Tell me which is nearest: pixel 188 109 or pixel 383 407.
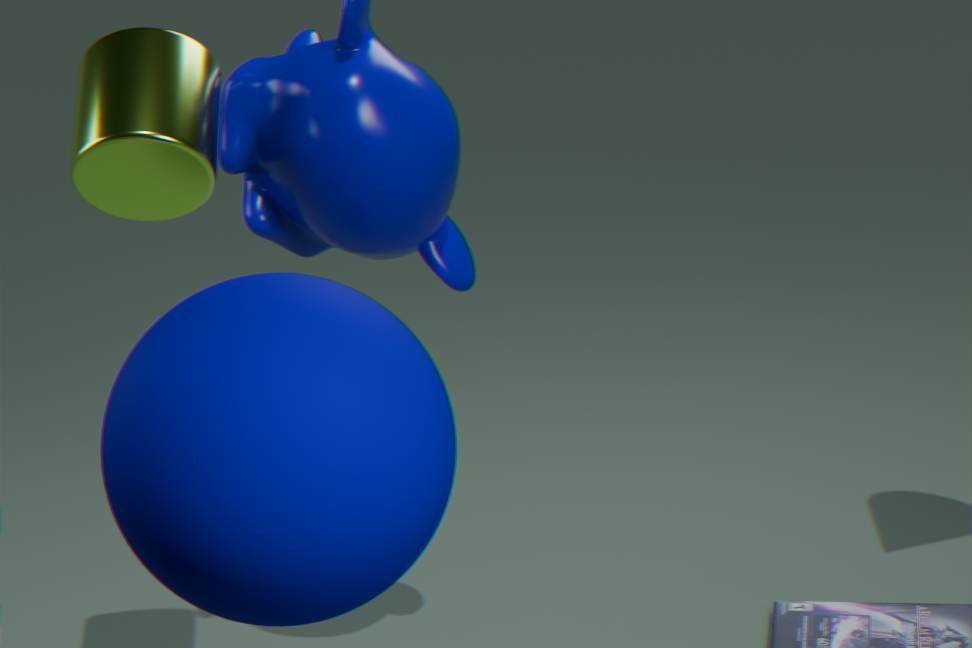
pixel 383 407
